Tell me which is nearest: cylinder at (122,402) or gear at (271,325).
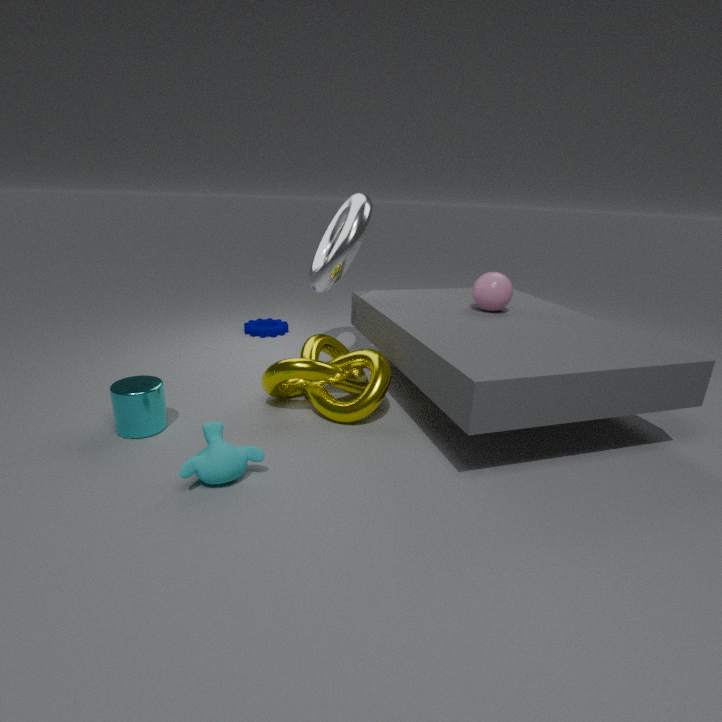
cylinder at (122,402)
